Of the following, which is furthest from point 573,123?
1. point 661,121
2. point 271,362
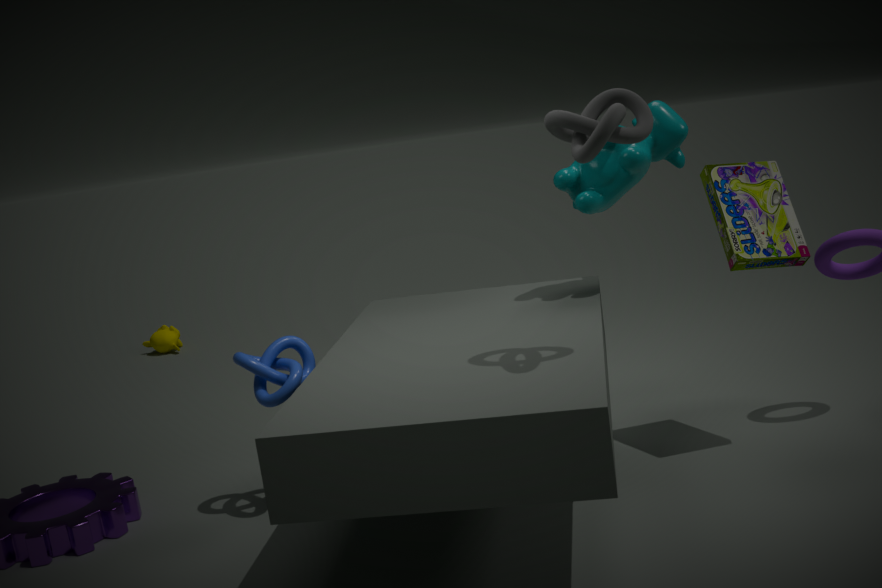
point 271,362
